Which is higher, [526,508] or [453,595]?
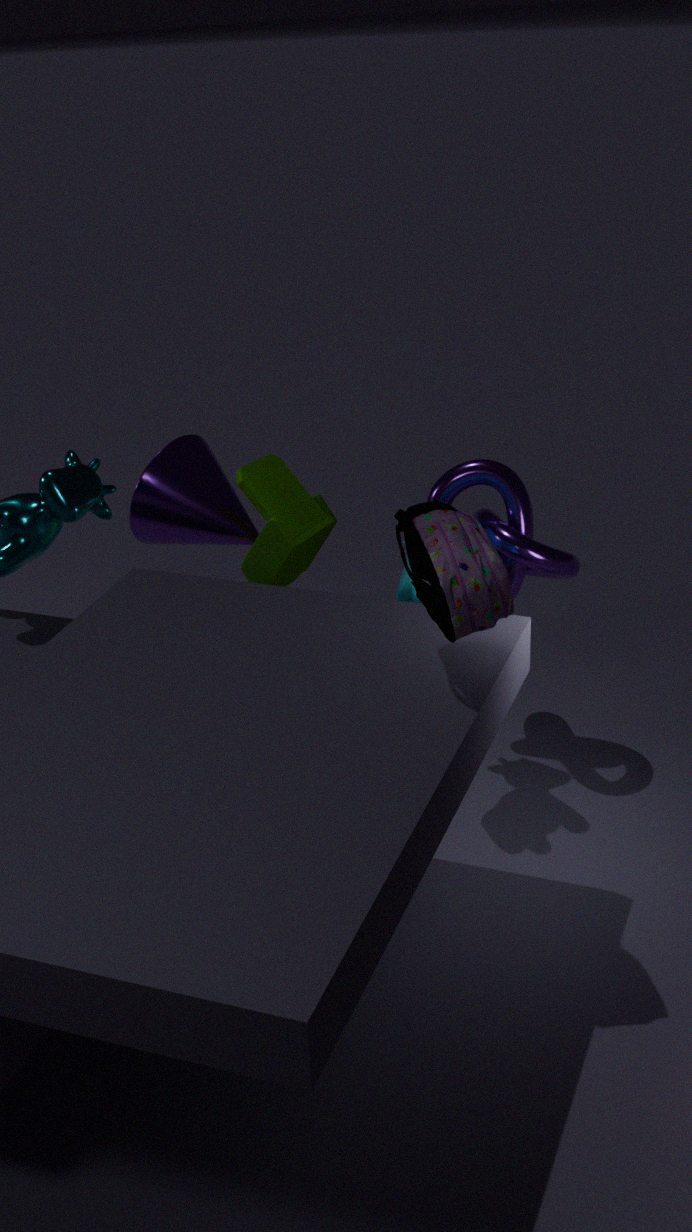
[453,595]
